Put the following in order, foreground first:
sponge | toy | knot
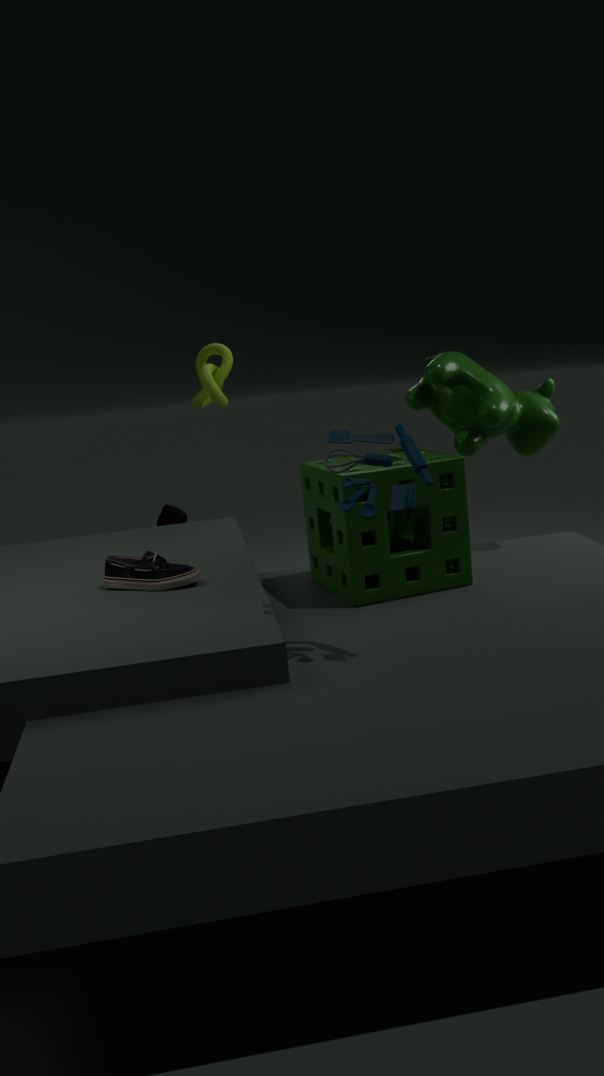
toy < sponge < knot
